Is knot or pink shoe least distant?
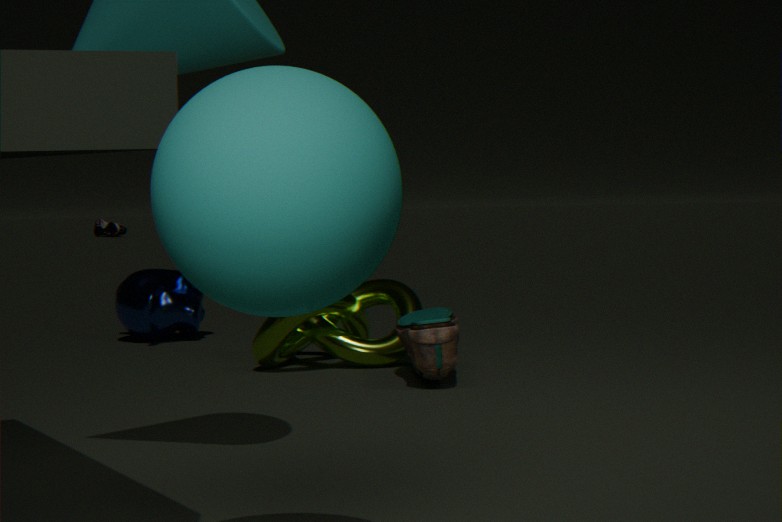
knot
